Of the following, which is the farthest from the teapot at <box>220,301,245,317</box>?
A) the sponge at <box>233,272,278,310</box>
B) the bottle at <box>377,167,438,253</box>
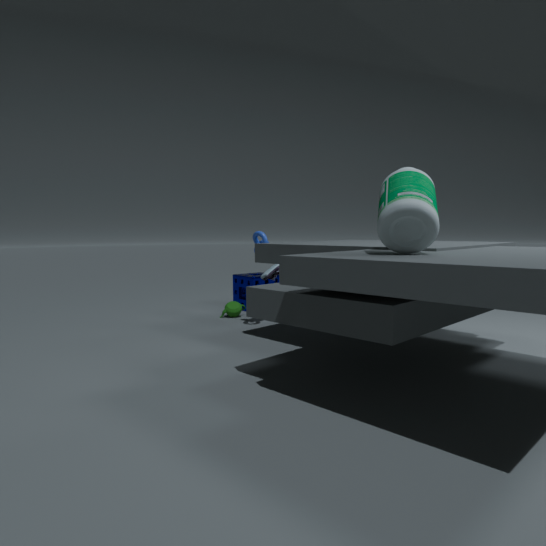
the bottle at <box>377,167,438,253</box>
